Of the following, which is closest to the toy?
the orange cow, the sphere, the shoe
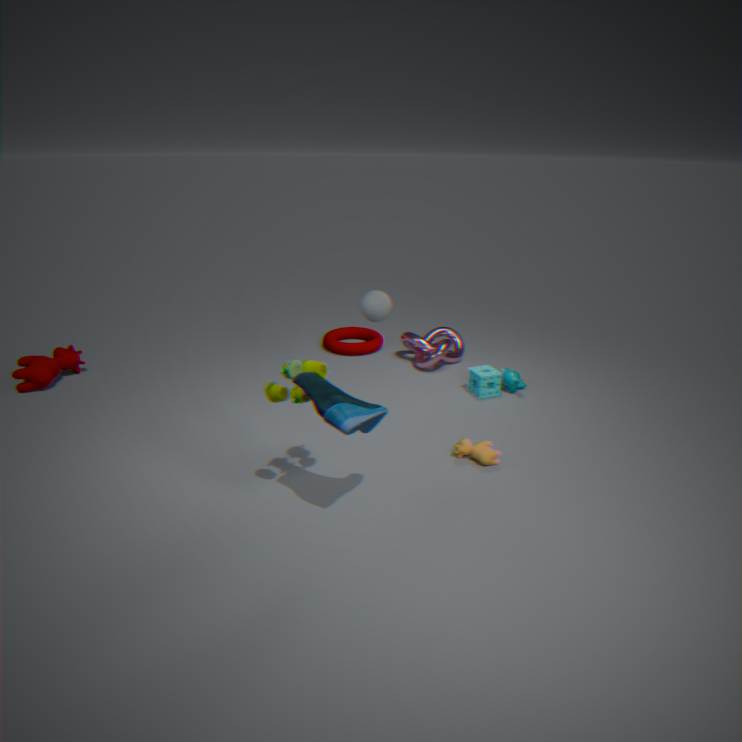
the shoe
